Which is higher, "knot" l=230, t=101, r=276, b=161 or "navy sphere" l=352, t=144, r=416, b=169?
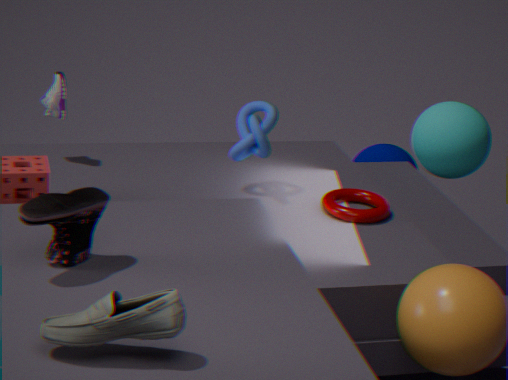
"knot" l=230, t=101, r=276, b=161
